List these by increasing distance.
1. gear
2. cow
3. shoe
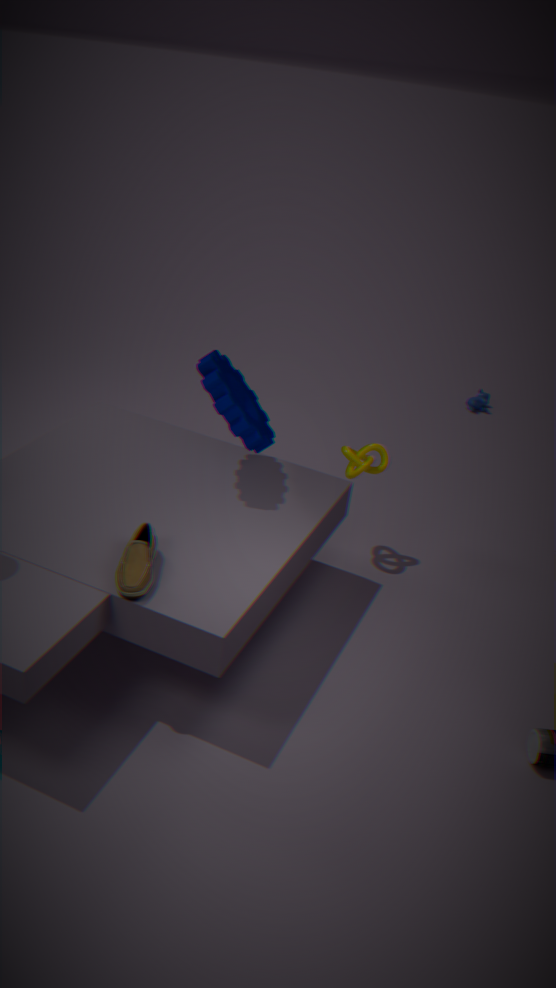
shoe → gear → cow
